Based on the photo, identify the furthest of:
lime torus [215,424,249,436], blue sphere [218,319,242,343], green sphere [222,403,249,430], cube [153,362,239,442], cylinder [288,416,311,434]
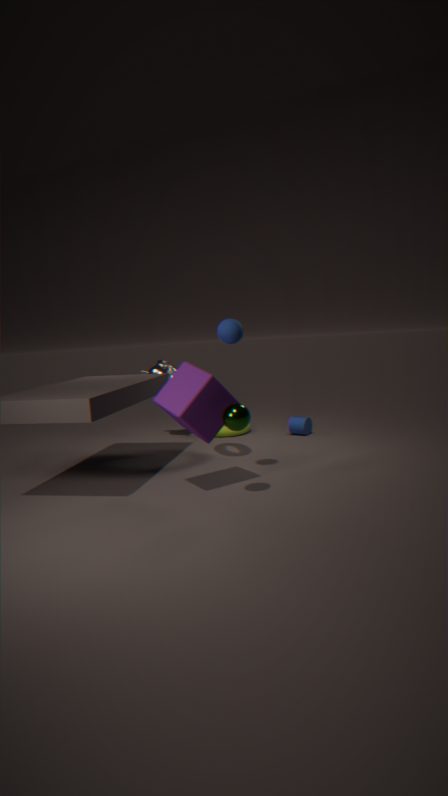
lime torus [215,424,249,436]
